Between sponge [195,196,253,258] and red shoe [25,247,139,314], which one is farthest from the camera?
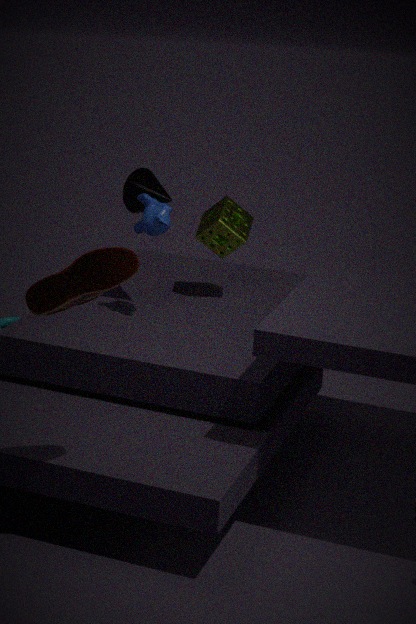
sponge [195,196,253,258]
